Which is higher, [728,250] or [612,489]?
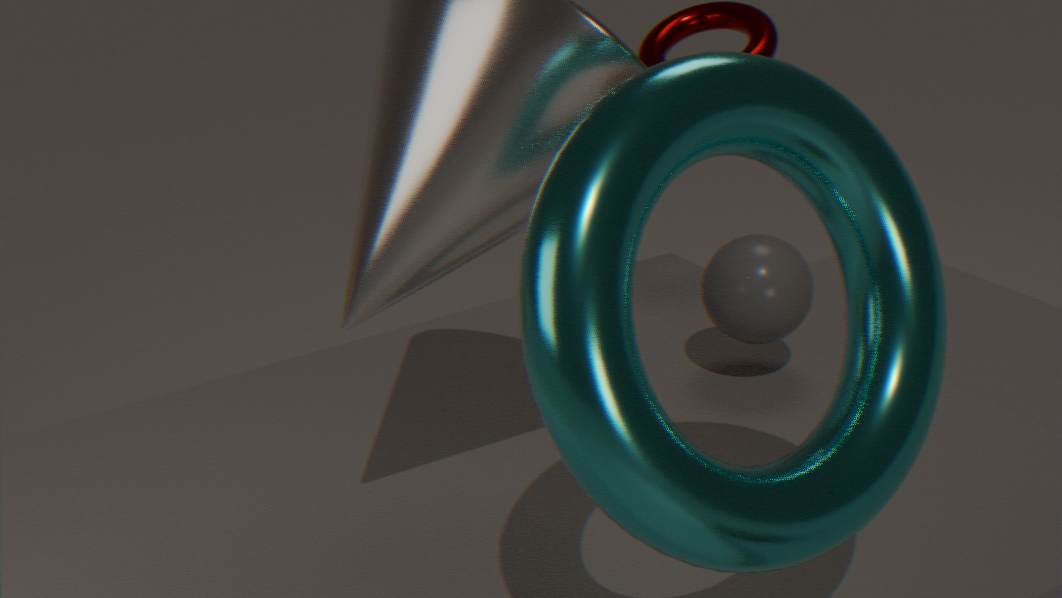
[612,489]
